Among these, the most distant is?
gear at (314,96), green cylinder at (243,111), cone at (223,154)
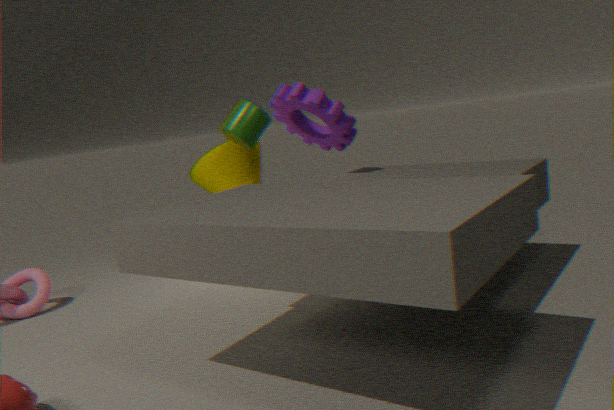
gear at (314,96)
